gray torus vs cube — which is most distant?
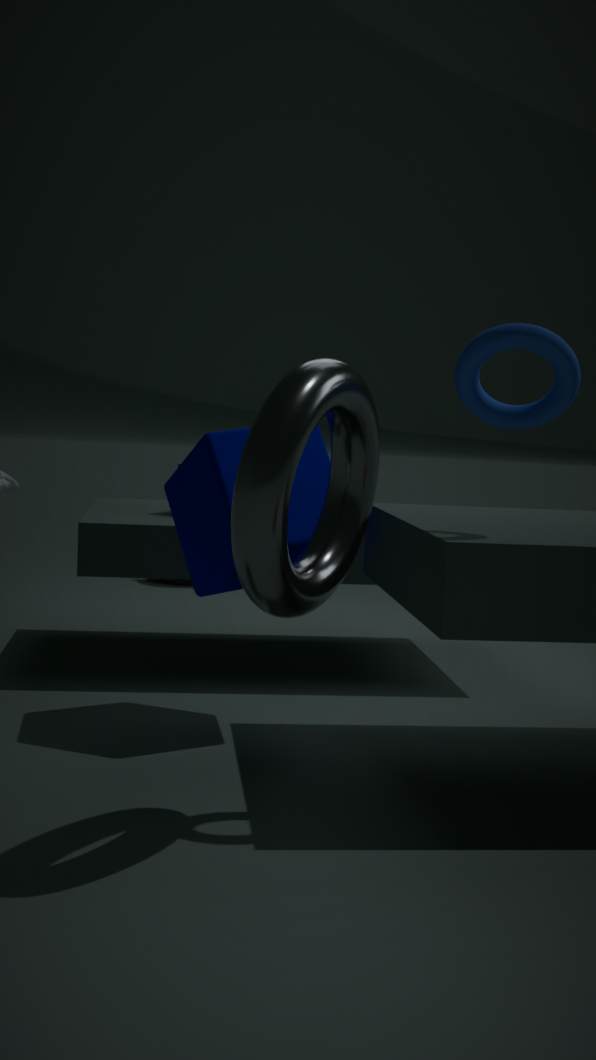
cube
